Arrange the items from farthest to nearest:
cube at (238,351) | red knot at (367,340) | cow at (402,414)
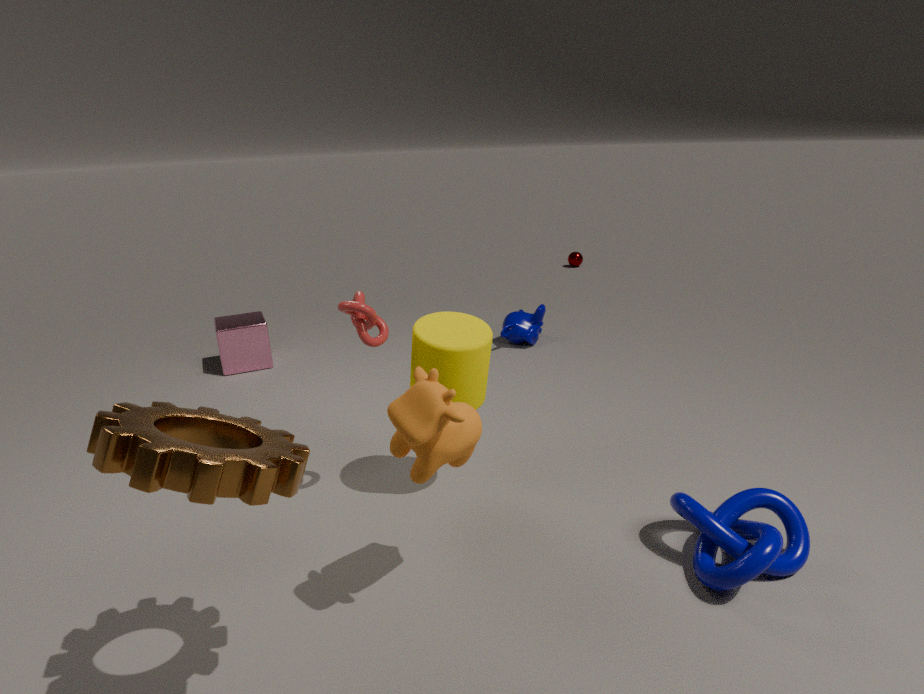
cube at (238,351) → red knot at (367,340) → cow at (402,414)
